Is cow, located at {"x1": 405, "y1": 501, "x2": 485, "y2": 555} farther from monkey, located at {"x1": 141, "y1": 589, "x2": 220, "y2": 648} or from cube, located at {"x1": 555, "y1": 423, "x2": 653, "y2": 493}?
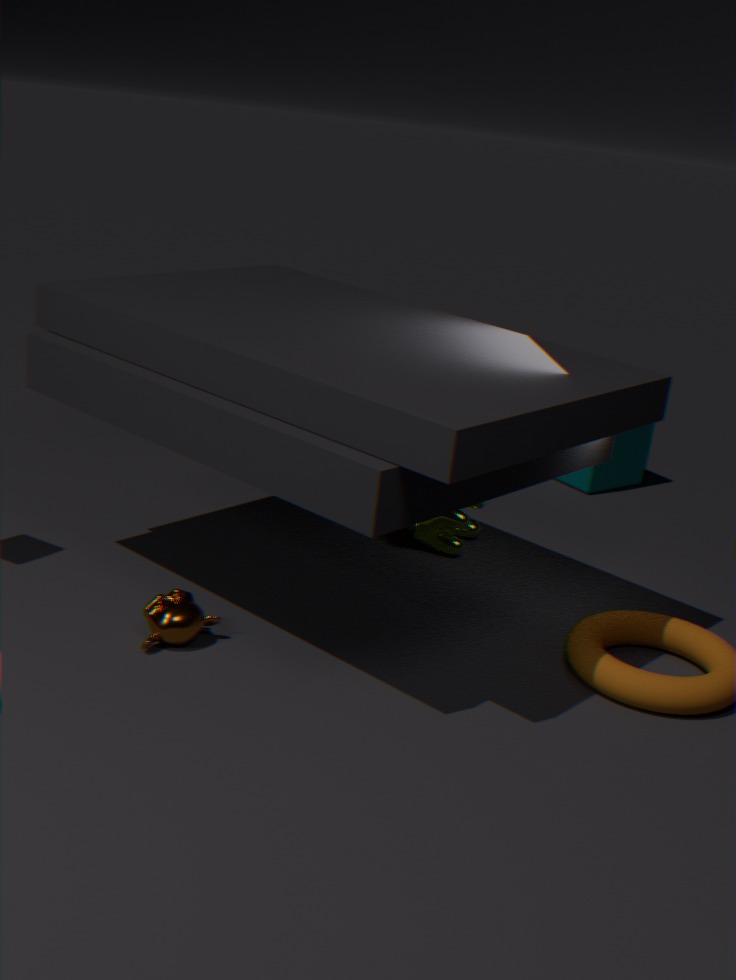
monkey, located at {"x1": 141, "y1": 589, "x2": 220, "y2": 648}
